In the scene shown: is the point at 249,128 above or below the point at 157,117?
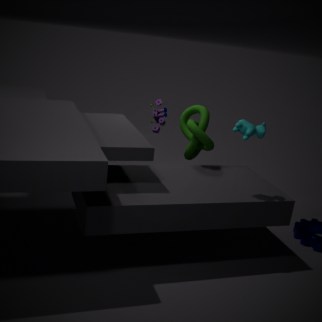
above
